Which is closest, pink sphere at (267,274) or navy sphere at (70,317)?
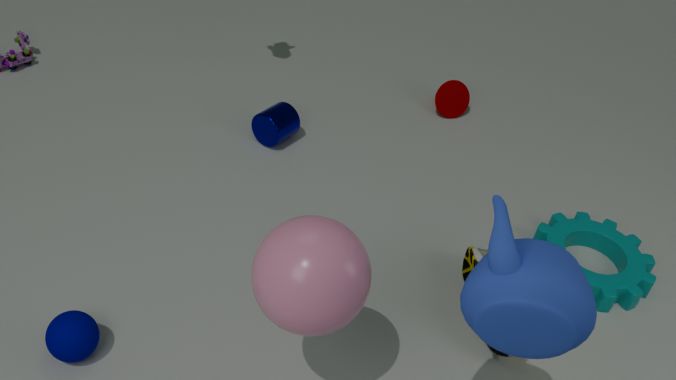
pink sphere at (267,274)
